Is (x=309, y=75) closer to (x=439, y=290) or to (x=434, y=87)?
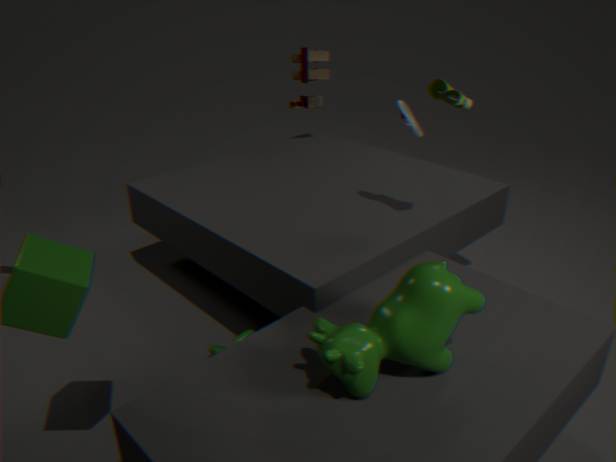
(x=434, y=87)
